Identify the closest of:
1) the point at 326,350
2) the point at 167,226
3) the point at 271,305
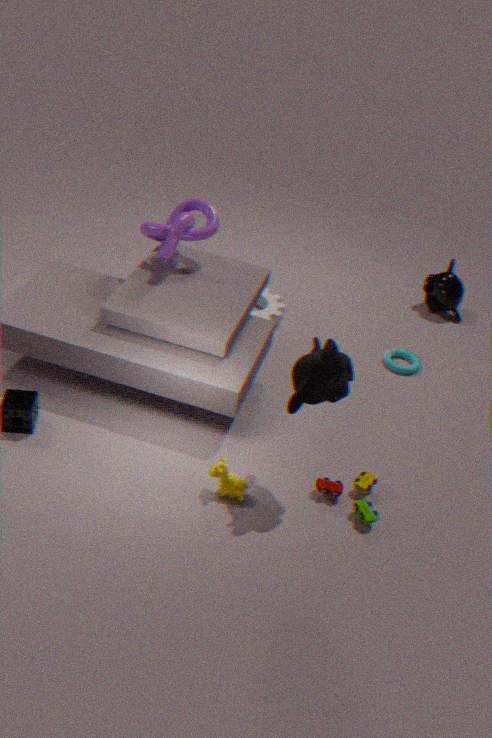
1. the point at 326,350
